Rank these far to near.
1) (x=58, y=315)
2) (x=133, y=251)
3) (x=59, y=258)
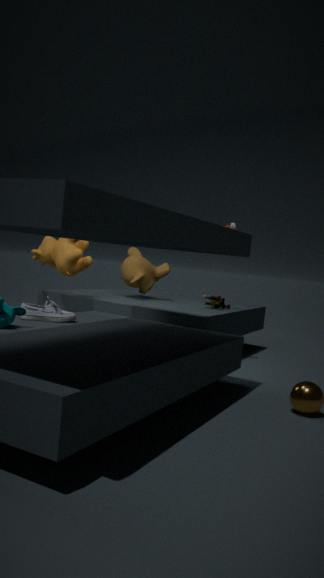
1. 2. (x=133, y=251)
2. 3. (x=59, y=258)
3. 1. (x=58, y=315)
